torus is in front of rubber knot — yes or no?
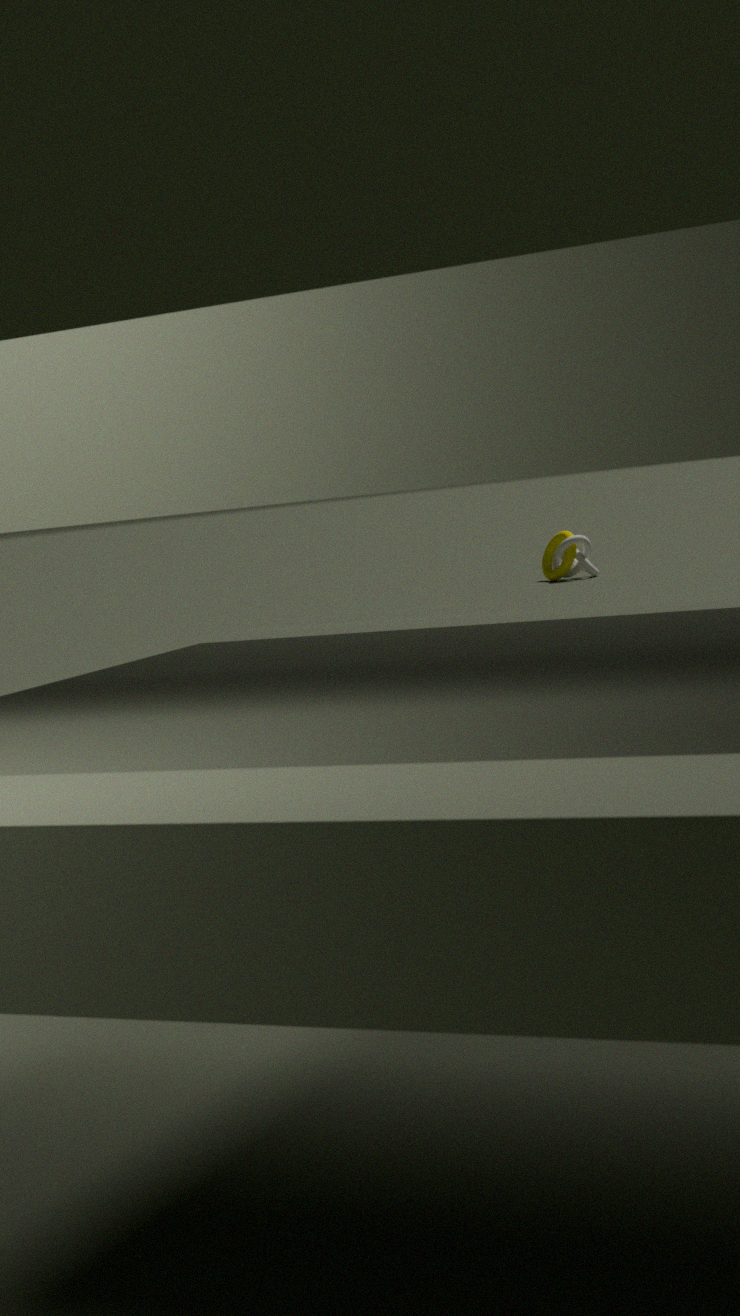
No
